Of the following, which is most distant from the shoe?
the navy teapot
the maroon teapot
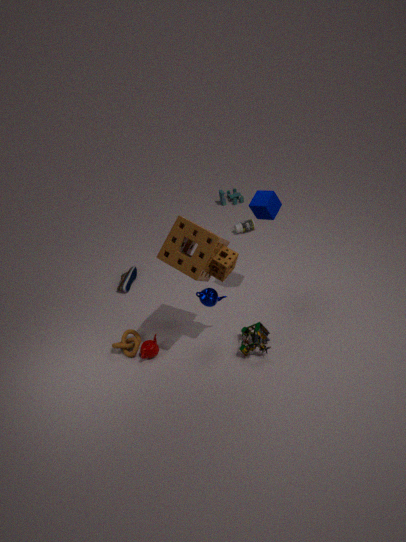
the navy teapot
